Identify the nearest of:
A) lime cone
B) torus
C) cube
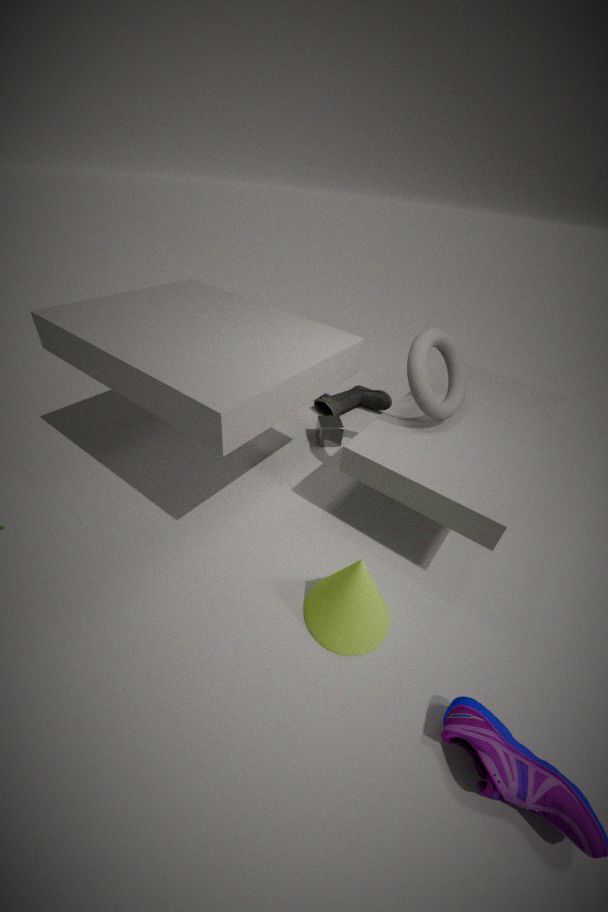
lime cone
